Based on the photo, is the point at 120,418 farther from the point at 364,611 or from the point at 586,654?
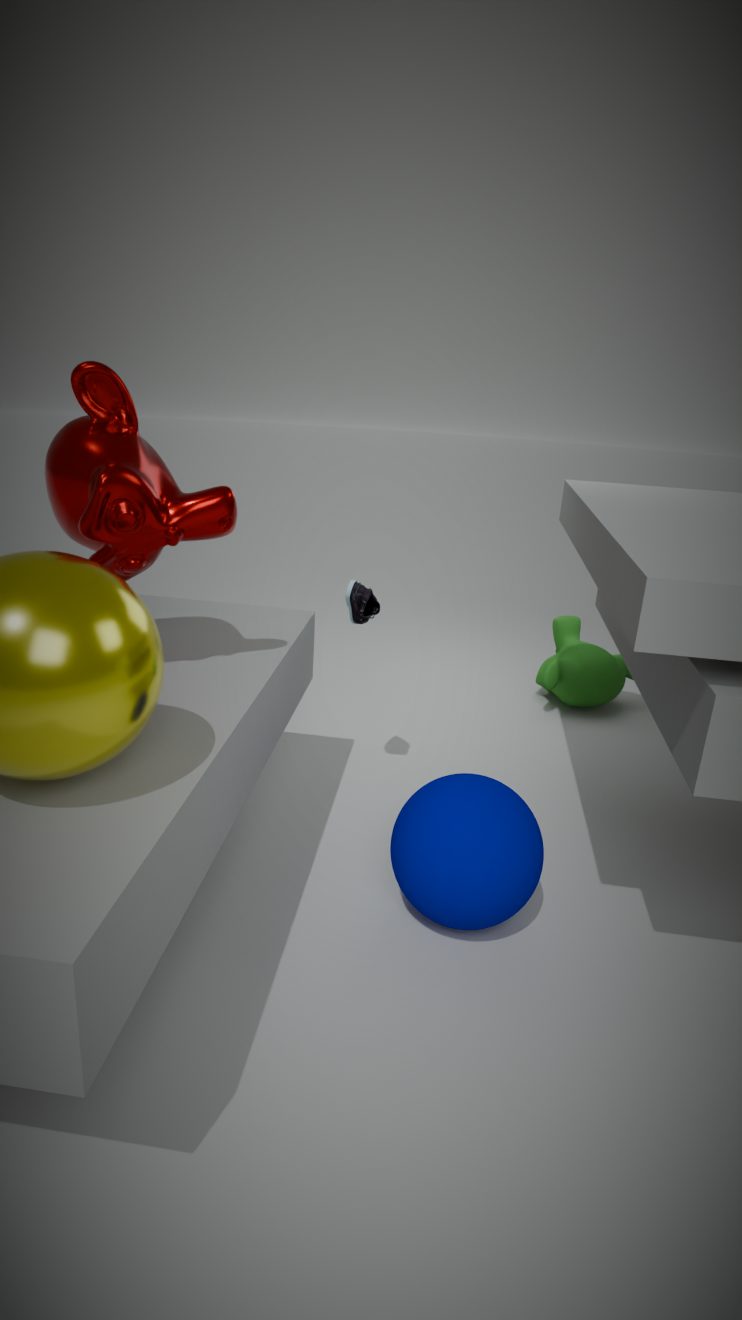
the point at 586,654
